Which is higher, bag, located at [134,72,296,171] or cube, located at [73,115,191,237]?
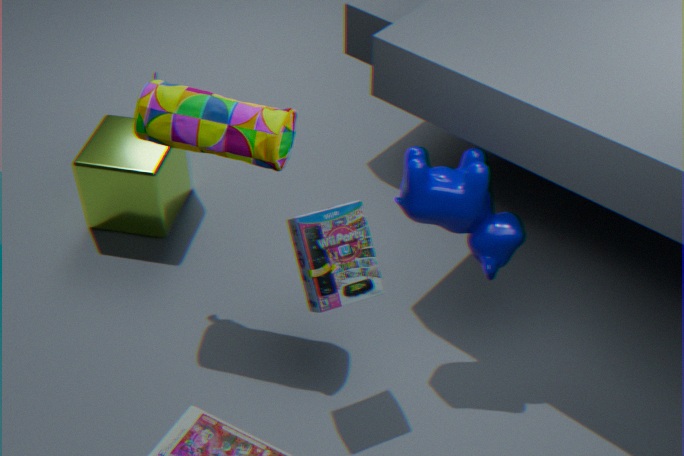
bag, located at [134,72,296,171]
